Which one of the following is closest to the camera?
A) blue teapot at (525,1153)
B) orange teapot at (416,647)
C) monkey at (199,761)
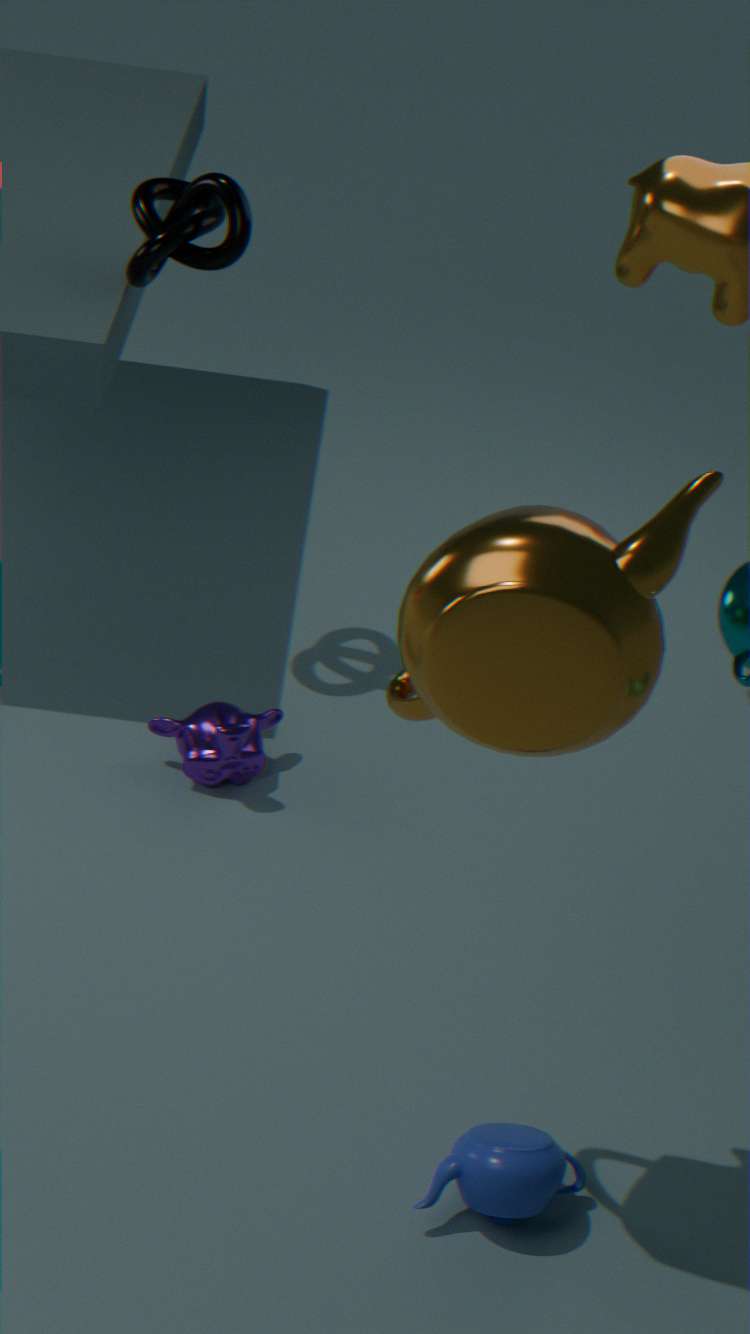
orange teapot at (416,647)
